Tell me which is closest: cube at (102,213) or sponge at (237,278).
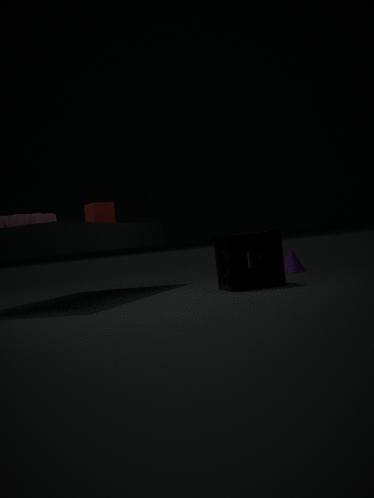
sponge at (237,278)
